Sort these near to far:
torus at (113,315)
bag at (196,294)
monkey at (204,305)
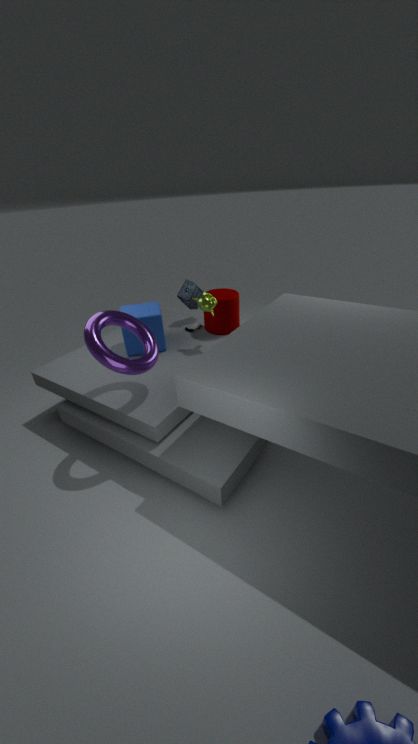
torus at (113,315) < monkey at (204,305) < bag at (196,294)
